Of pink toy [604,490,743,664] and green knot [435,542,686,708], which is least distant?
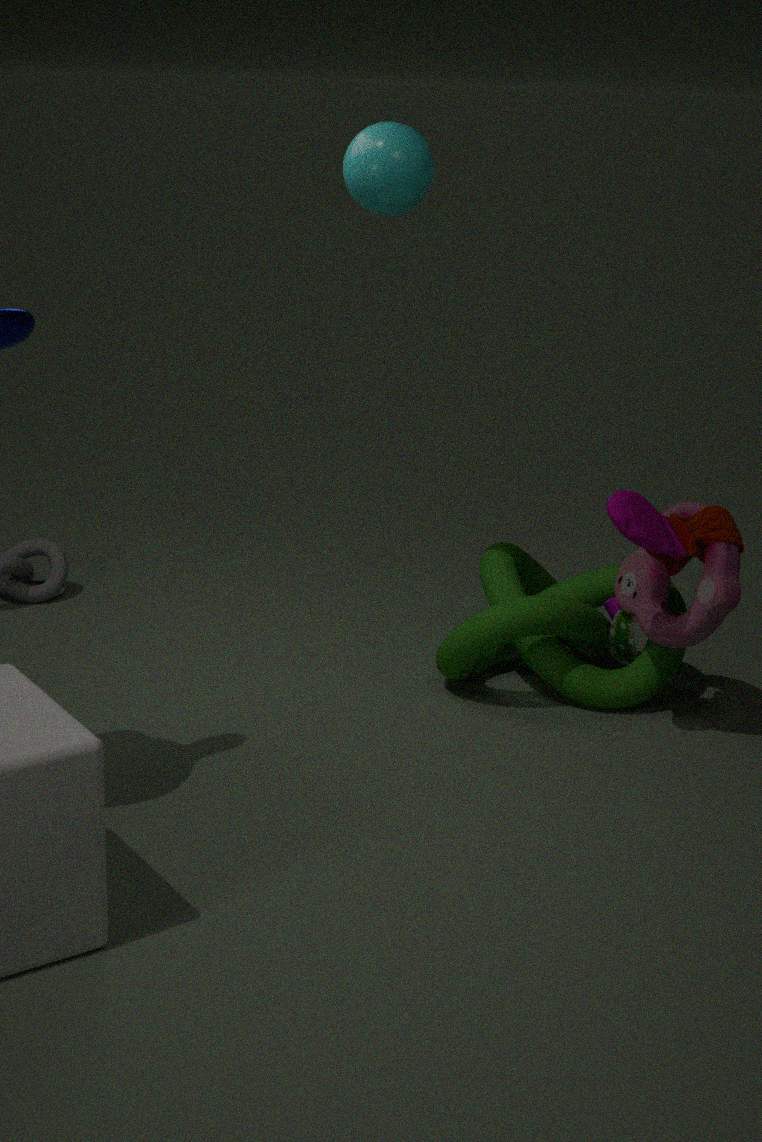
pink toy [604,490,743,664]
